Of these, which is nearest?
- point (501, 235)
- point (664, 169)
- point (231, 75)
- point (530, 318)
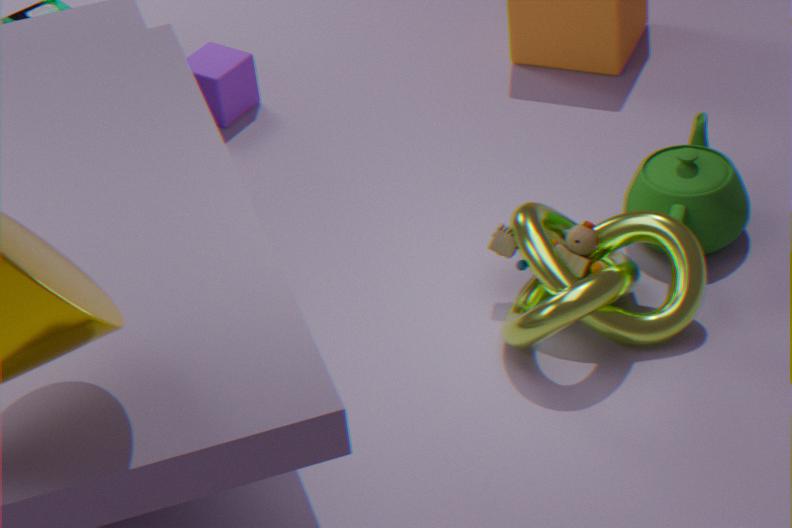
point (530, 318)
